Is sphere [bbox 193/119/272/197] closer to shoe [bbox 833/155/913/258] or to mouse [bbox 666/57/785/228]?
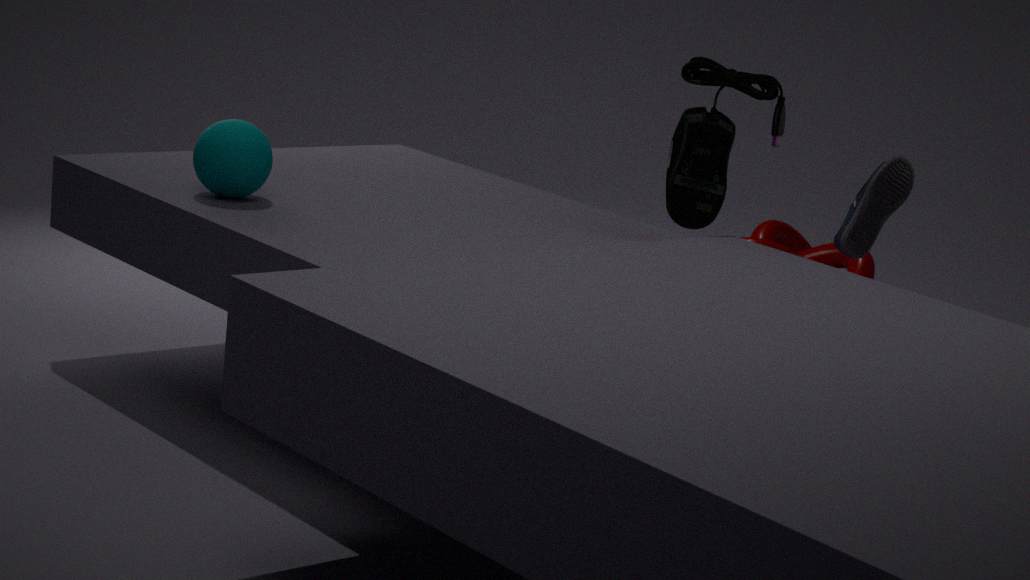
mouse [bbox 666/57/785/228]
